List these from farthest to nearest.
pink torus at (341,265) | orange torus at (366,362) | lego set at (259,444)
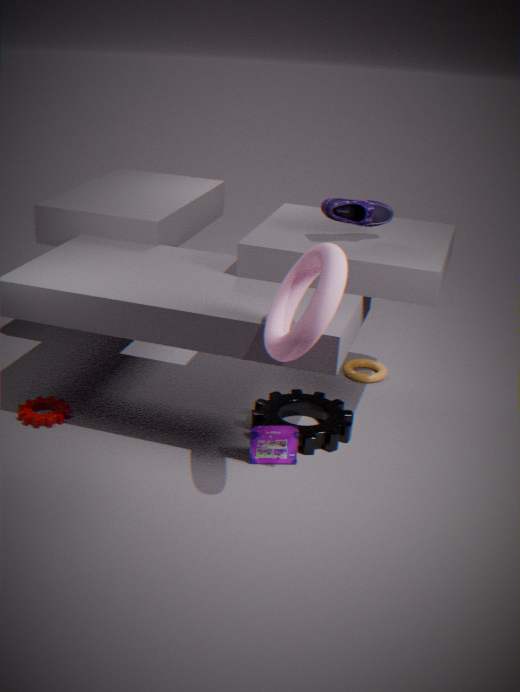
1. orange torus at (366,362)
2. lego set at (259,444)
3. pink torus at (341,265)
